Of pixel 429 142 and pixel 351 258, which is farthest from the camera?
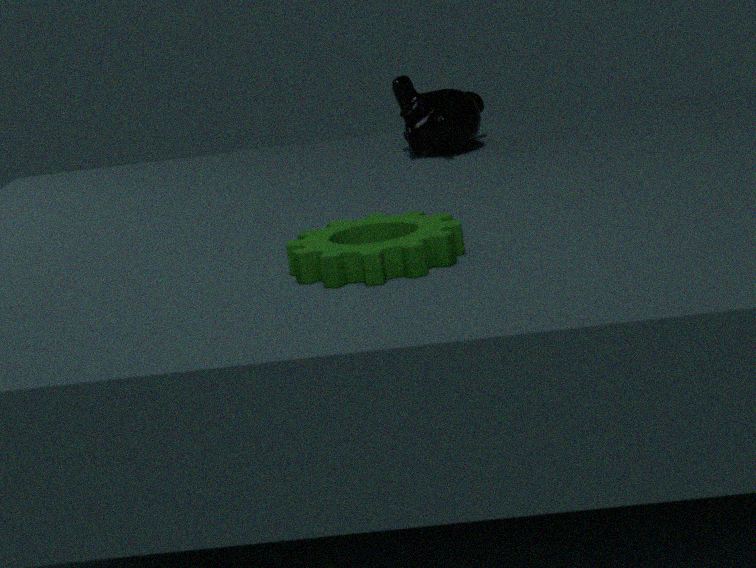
pixel 429 142
